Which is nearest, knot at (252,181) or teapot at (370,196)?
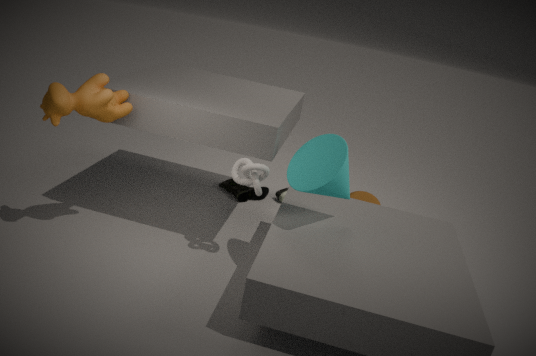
knot at (252,181)
